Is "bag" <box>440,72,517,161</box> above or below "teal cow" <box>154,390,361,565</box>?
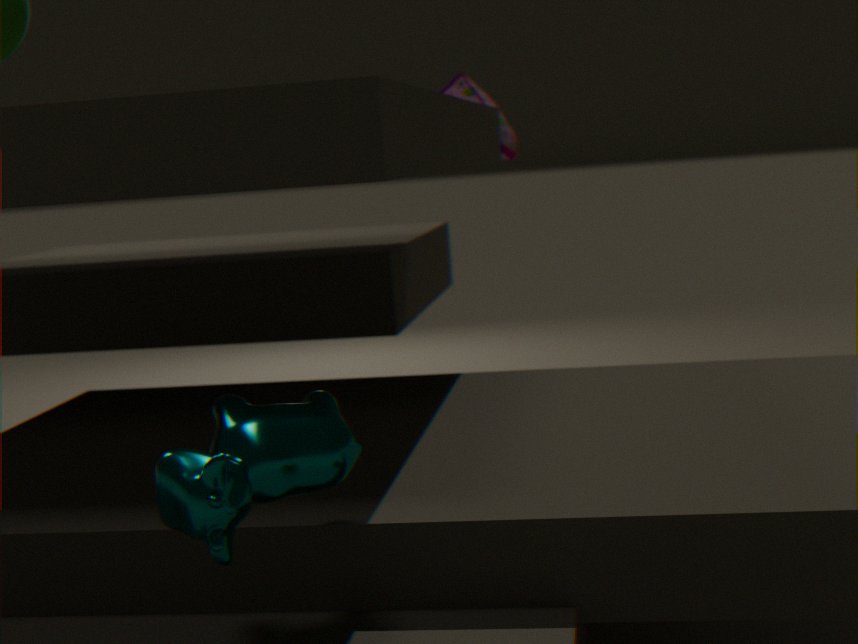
above
